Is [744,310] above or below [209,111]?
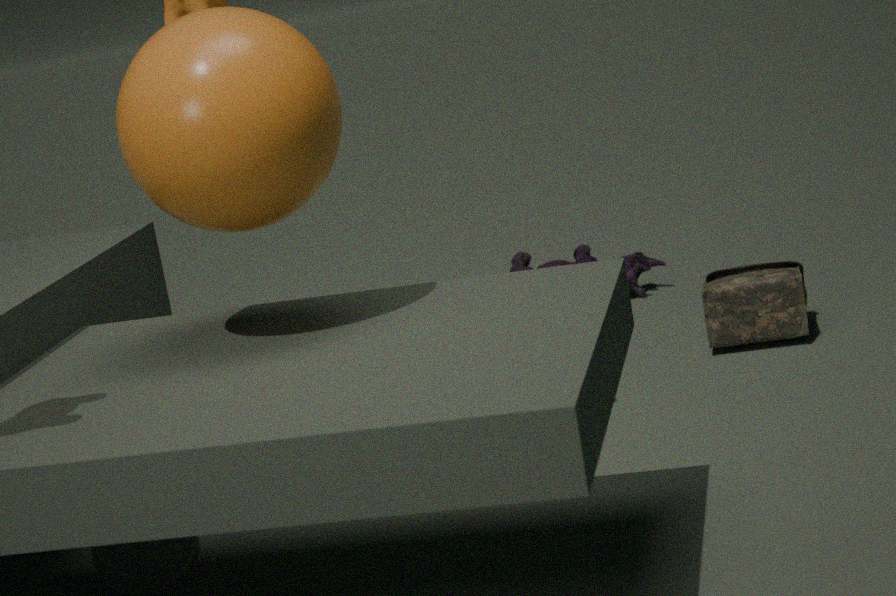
below
